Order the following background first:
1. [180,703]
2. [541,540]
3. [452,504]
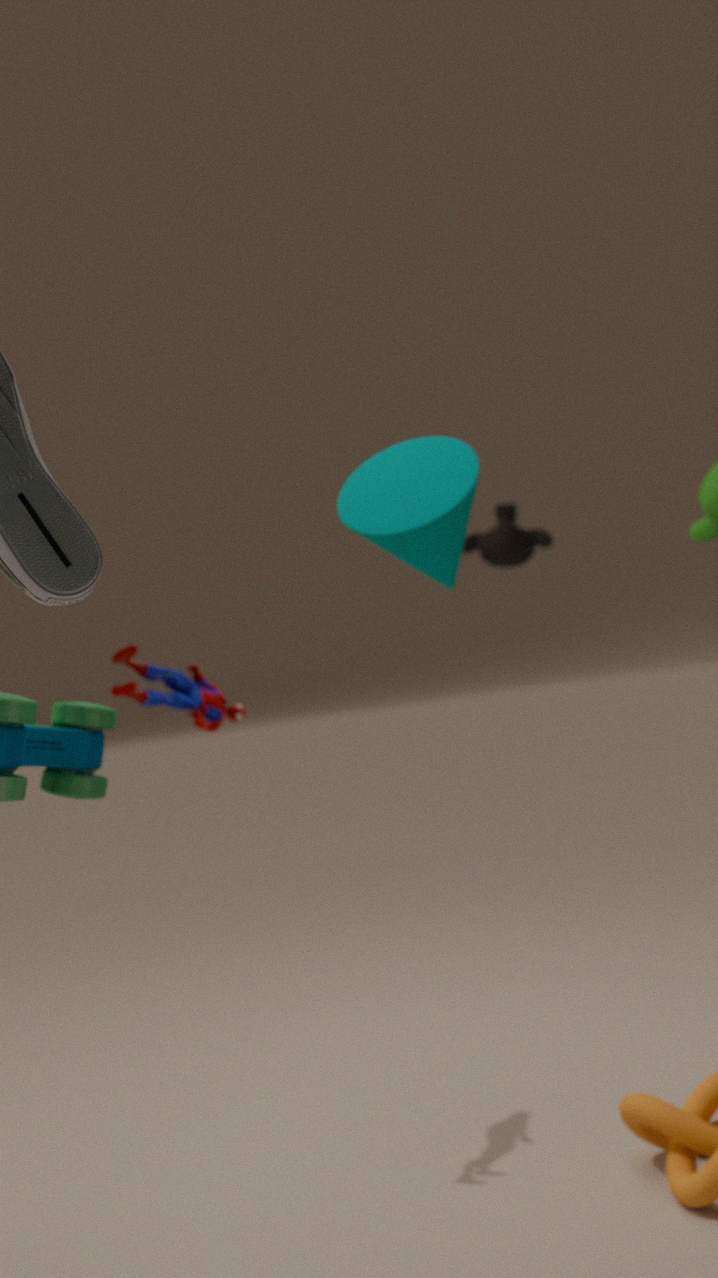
1. [541,540]
2. [180,703]
3. [452,504]
